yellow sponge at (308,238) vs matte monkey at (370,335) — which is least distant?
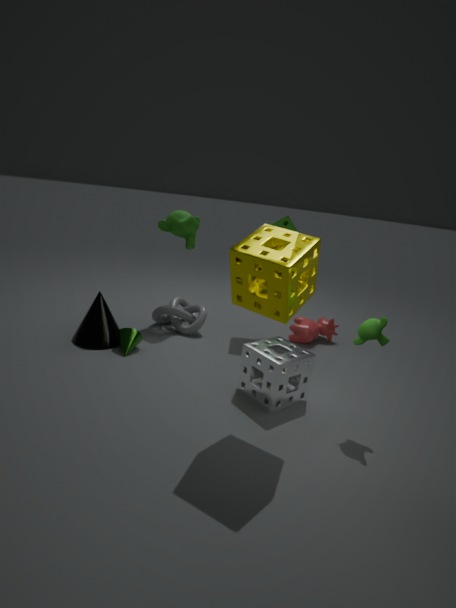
yellow sponge at (308,238)
